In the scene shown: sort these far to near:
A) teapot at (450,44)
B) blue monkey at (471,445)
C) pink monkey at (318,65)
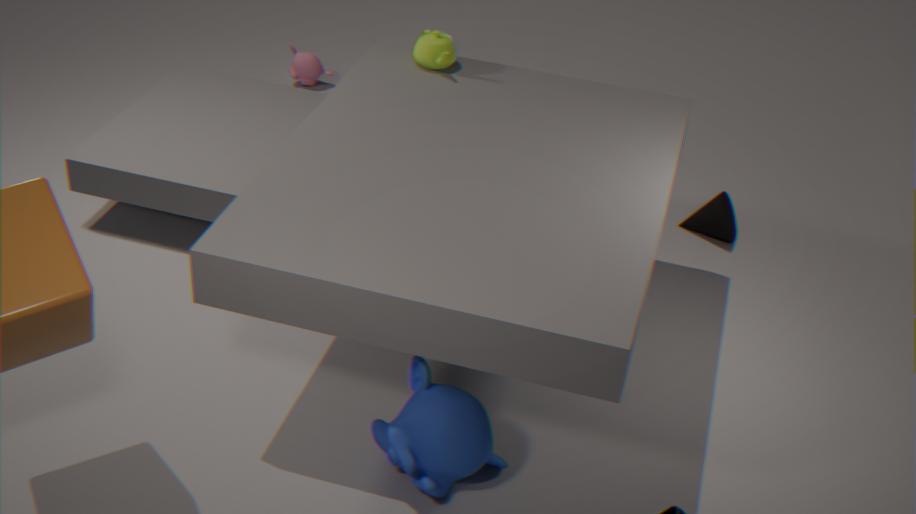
1. pink monkey at (318,65)
2. teapot at (450,44)
3. blue monkey at (471,445)
